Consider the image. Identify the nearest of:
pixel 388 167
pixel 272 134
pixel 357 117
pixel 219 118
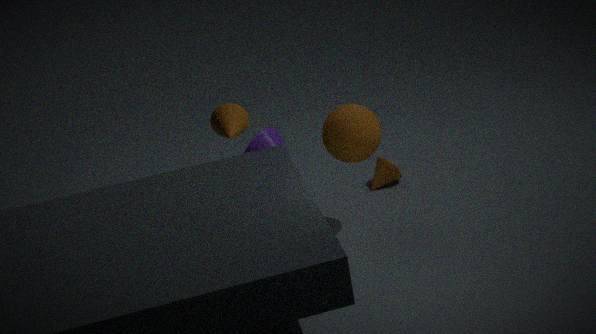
pixel 219 118
